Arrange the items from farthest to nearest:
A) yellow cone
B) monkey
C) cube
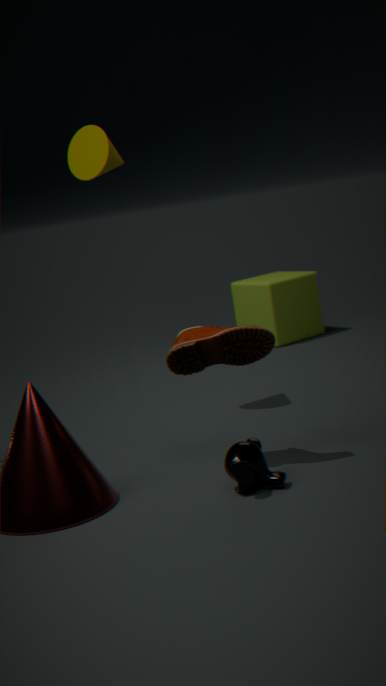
cube, yellow cone, monkey
